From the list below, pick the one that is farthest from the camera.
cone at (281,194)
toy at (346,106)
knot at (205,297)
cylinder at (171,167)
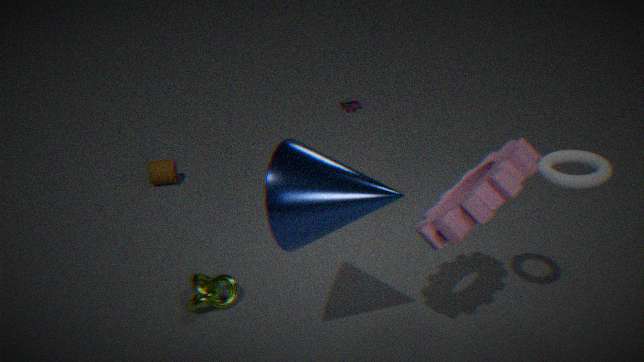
toy at (346,106)
